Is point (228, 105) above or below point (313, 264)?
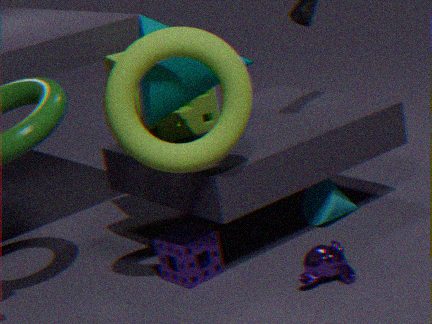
above
